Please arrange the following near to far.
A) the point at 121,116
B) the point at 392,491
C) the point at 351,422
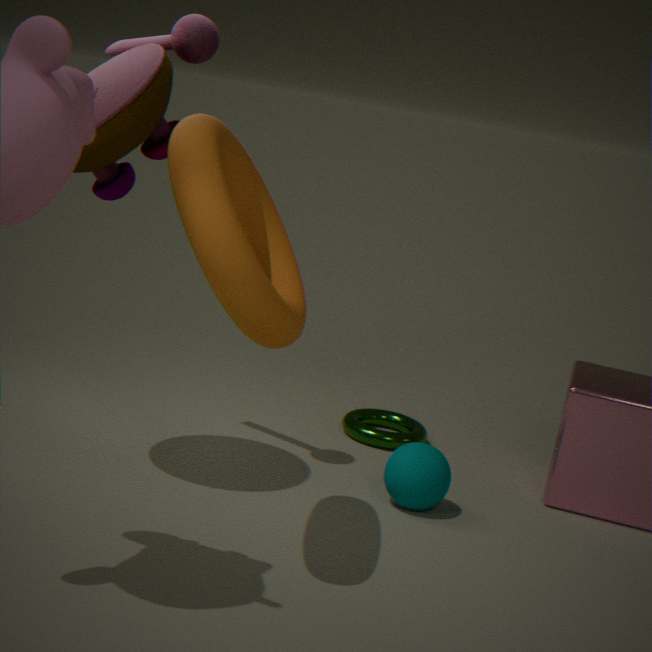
the point at 121,116 < the point at 392,491 < the point at 351,422
